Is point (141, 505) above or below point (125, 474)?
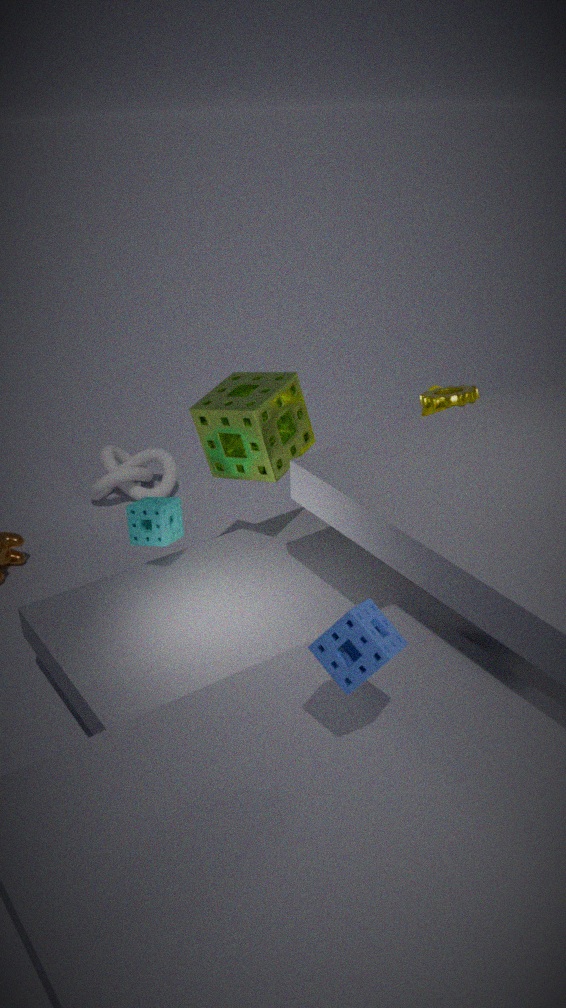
above
